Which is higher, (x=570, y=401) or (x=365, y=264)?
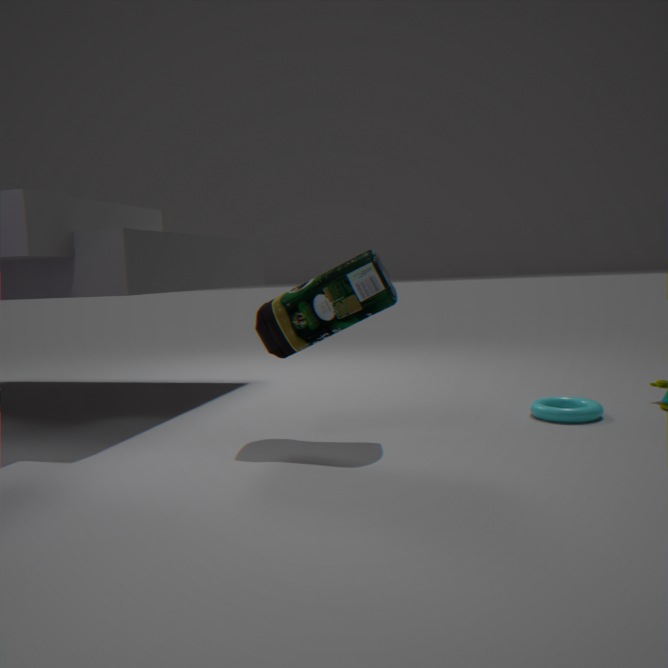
(x=365, y=264)
